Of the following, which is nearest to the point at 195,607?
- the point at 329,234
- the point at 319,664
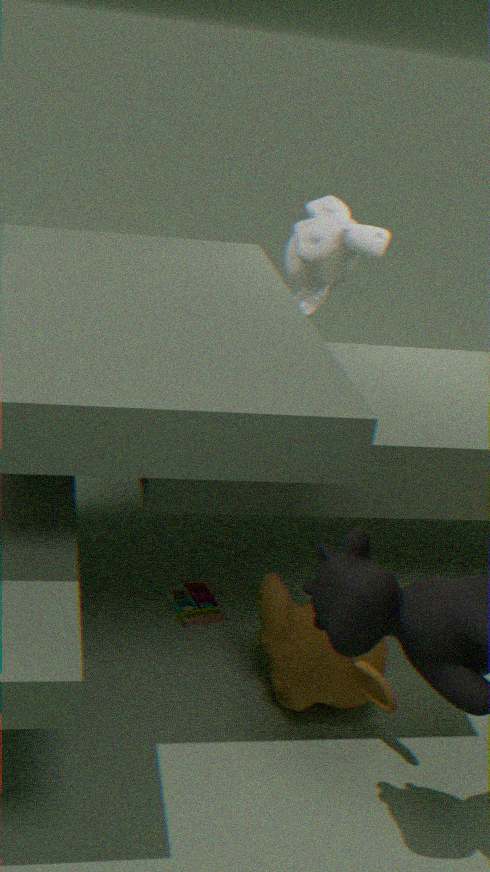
the point at 319,664
